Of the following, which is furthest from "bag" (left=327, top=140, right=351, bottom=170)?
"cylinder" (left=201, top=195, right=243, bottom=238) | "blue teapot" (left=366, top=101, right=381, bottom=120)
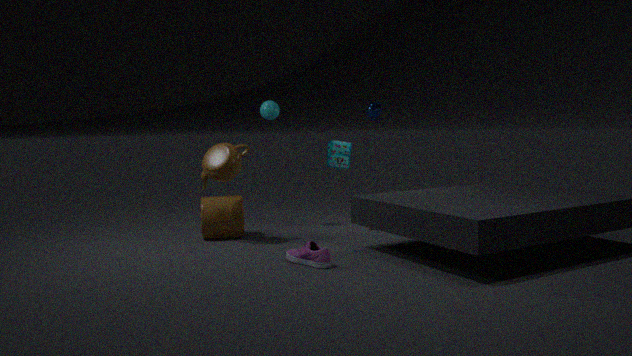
"cylinder" (left=201, top=195, right=243, bottom=238)
